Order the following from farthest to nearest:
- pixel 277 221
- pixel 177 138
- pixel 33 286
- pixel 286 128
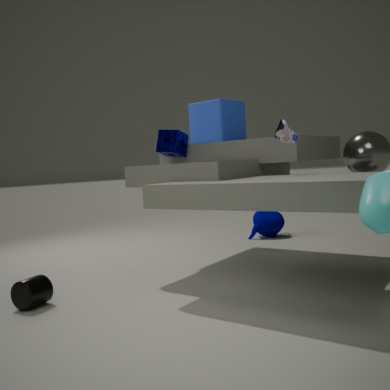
pixel 277 221 → pixel 177 138 → pixel 33 286 → pixel 286 128
